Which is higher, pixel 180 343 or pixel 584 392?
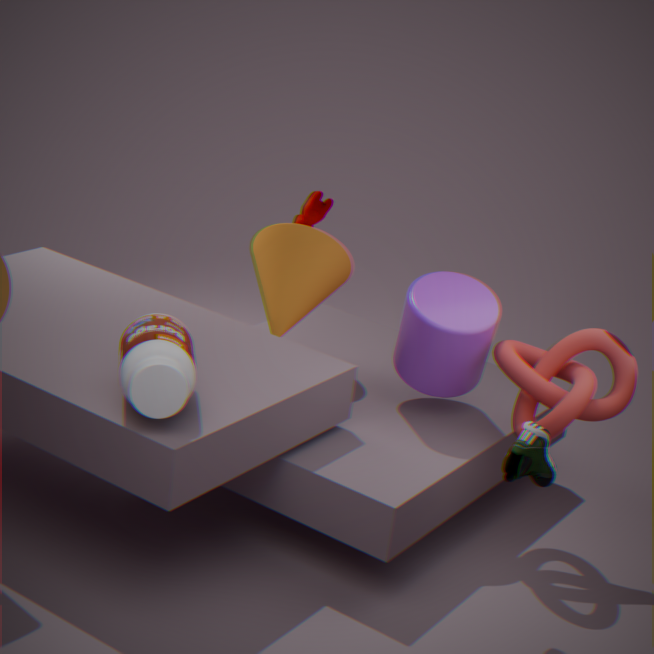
pixel 180 343
